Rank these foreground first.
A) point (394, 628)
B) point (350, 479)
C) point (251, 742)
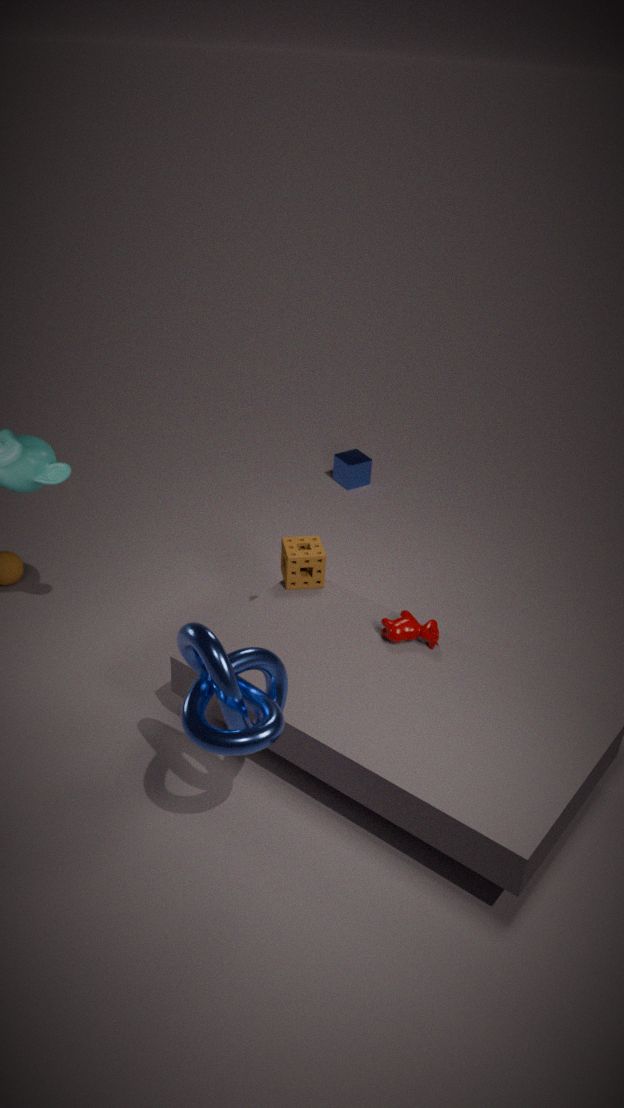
point (251, 742)
point (394, 628)
point (350, 479)
